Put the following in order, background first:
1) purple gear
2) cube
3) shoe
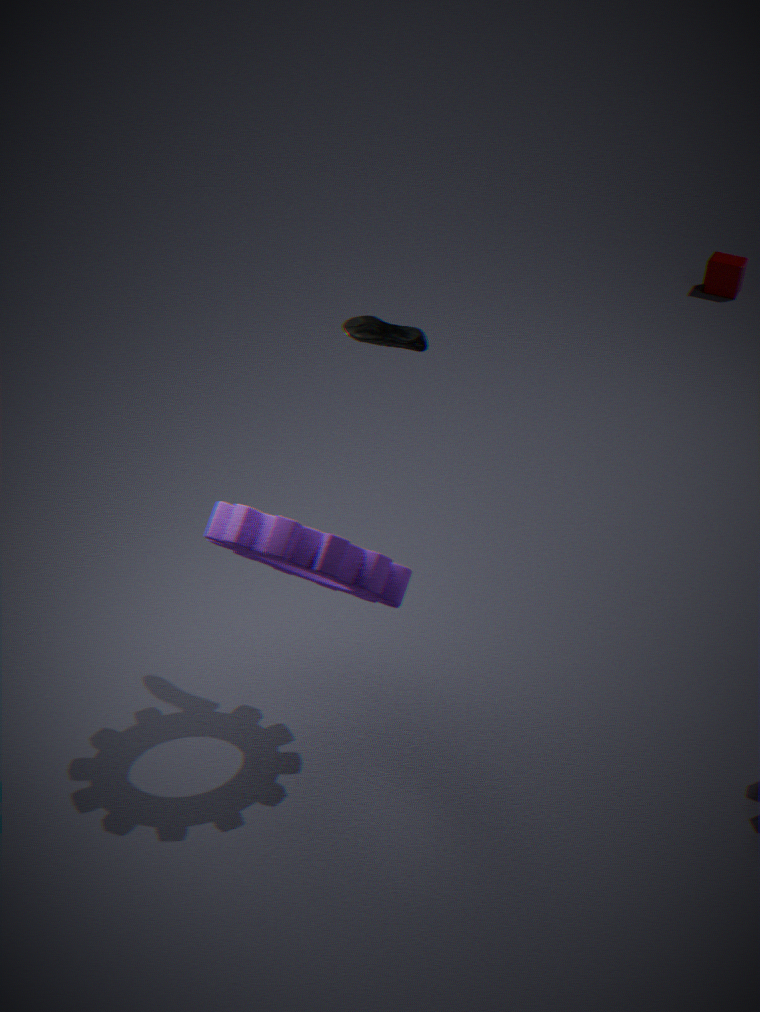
2. cube < 3. shoe < 1. purple gear
